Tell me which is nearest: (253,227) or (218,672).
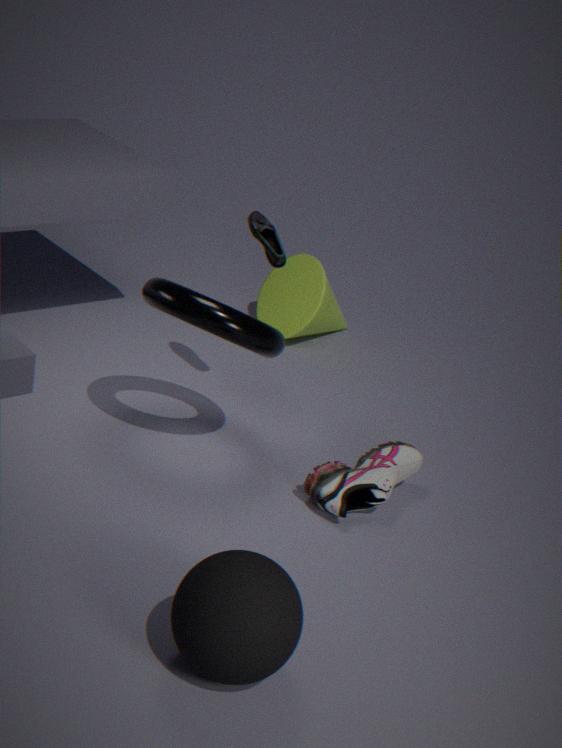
(218,672)
